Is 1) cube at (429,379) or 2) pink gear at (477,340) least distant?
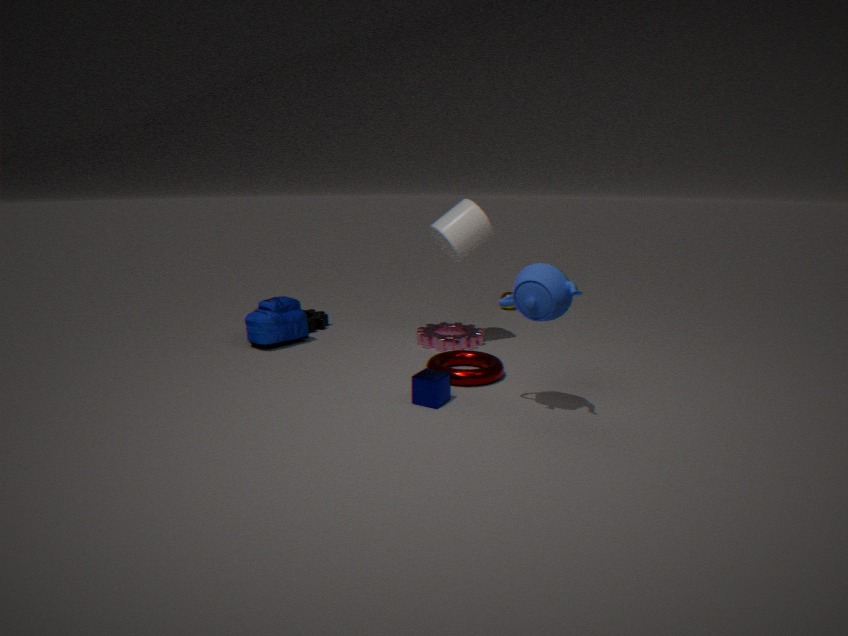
1. cube at (429,379)
